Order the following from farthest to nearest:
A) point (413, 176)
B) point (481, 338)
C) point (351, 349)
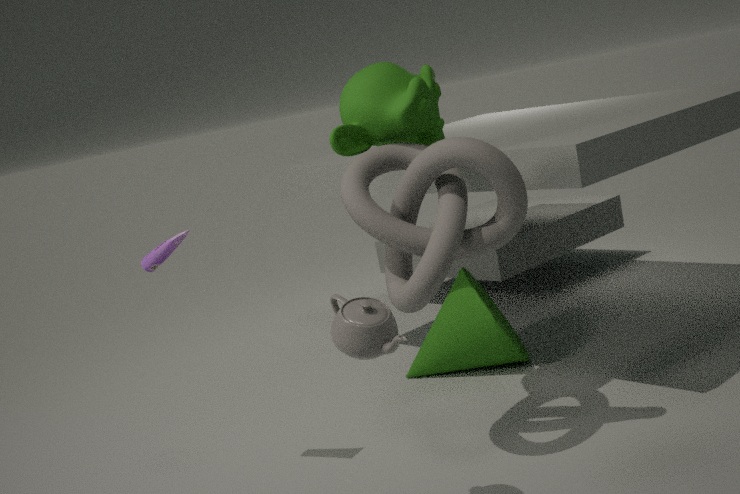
1. point (481, 338)
2. point (413, 176)
3. point (351, 349)
